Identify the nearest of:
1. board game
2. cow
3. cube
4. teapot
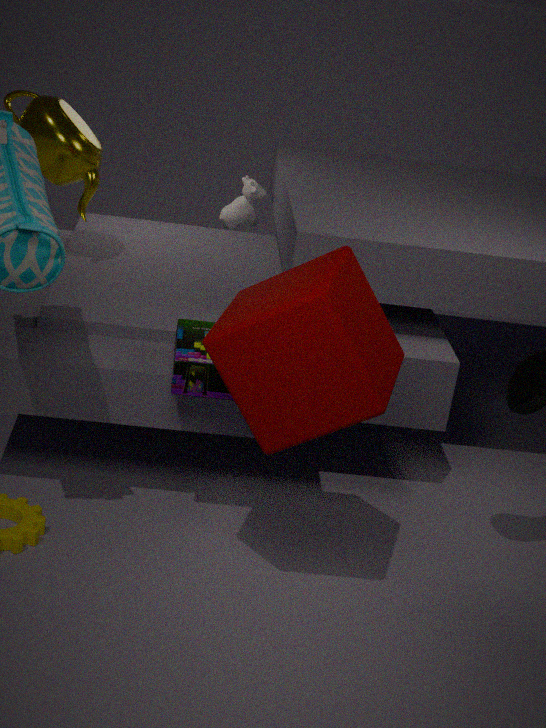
cube
